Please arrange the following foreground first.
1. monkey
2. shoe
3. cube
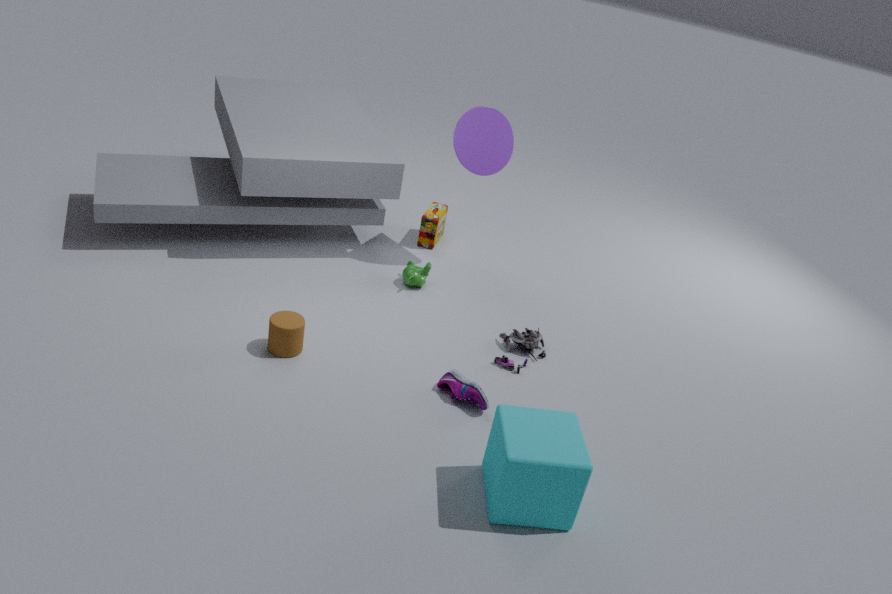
cube, shoe, monkey
